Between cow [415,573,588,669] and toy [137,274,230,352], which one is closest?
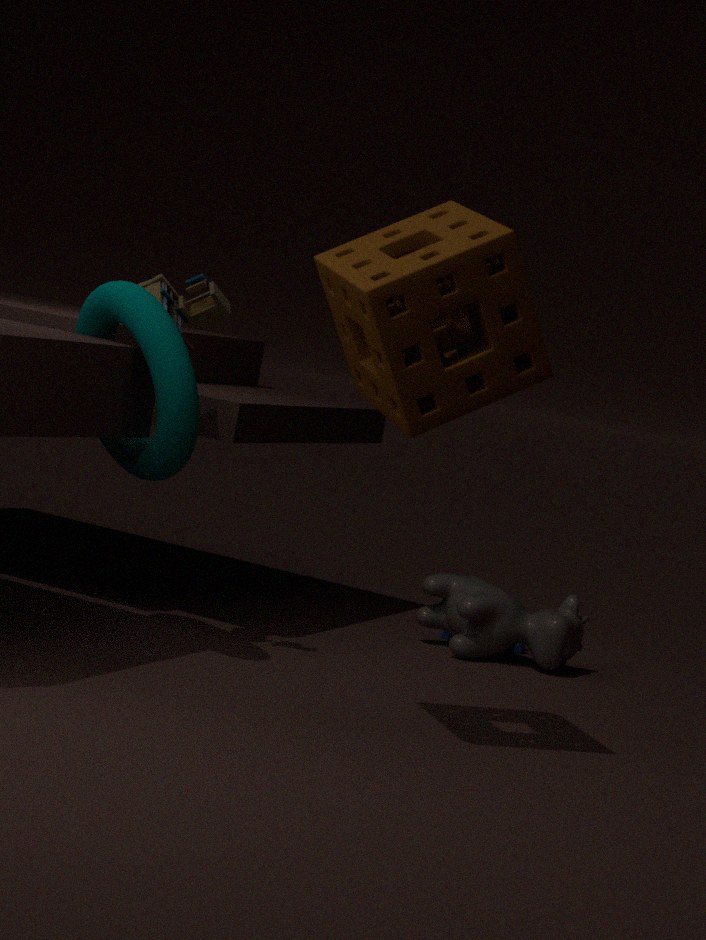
toy [137,274,230,352]
